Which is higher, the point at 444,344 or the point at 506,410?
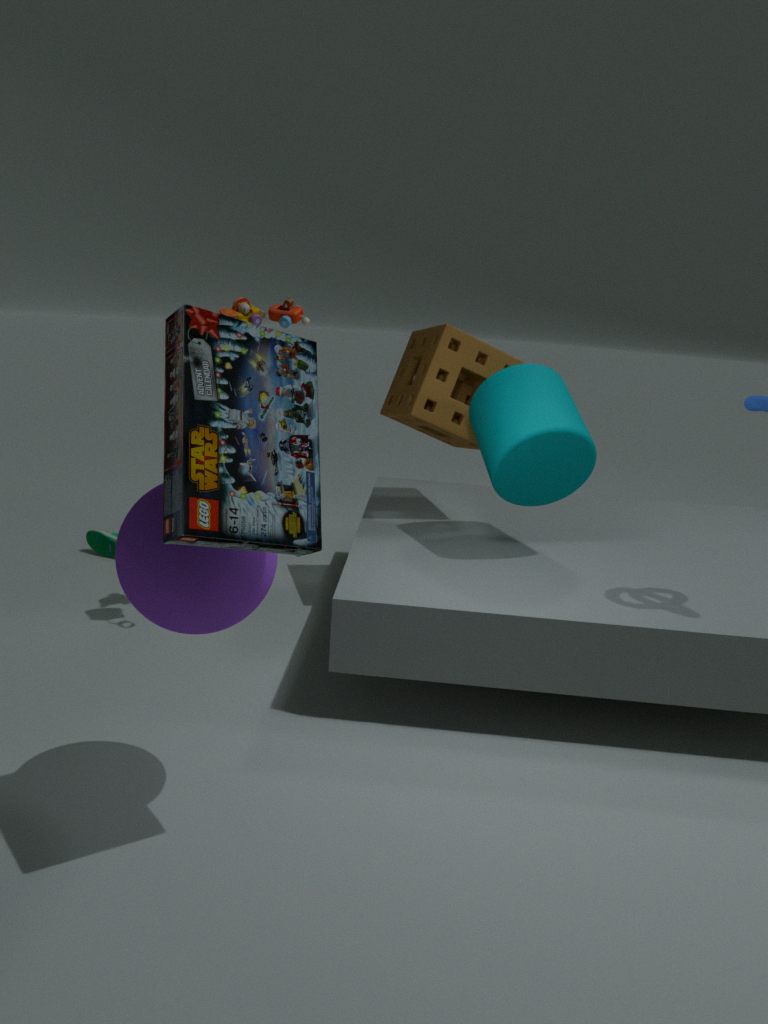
the point at 444,344
